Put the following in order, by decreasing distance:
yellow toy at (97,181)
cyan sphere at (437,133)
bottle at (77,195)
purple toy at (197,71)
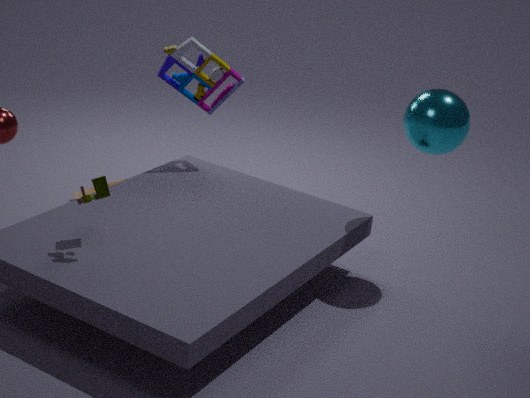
bottle at (77,195), purple toy at (197,71), cyan sphere at (437,133), yellow toy at (97,181)
